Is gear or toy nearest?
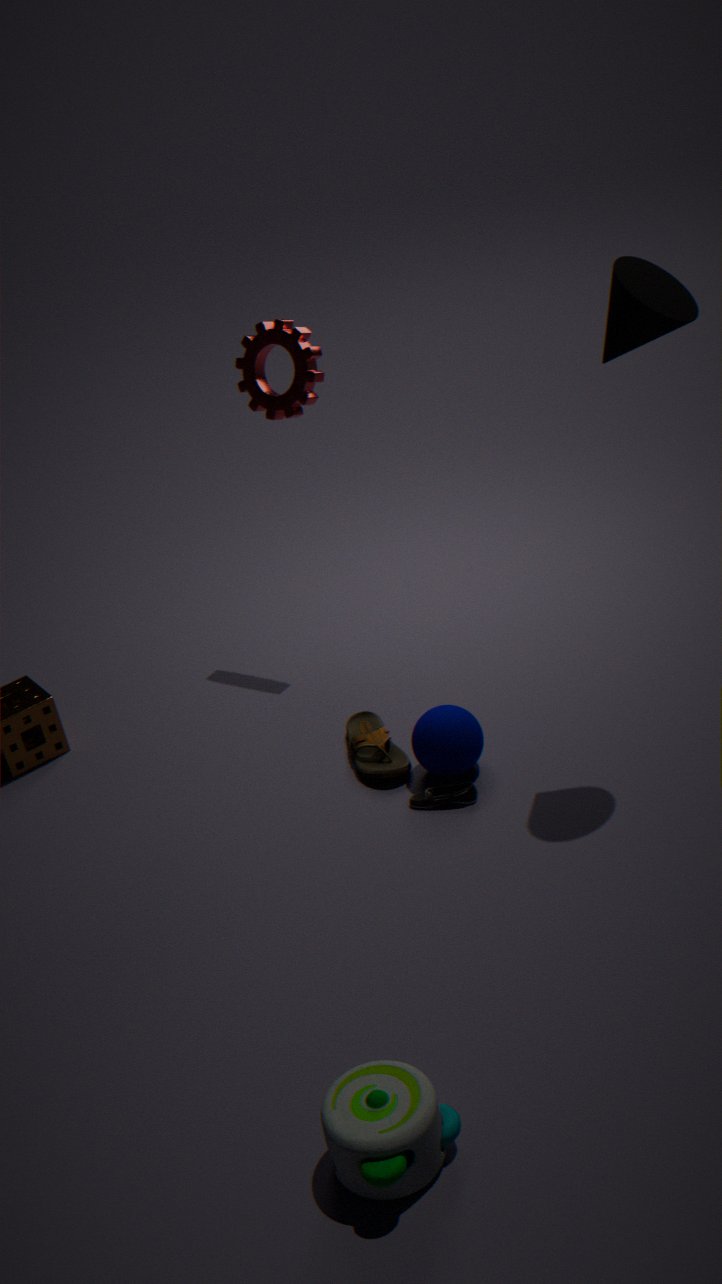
toy
